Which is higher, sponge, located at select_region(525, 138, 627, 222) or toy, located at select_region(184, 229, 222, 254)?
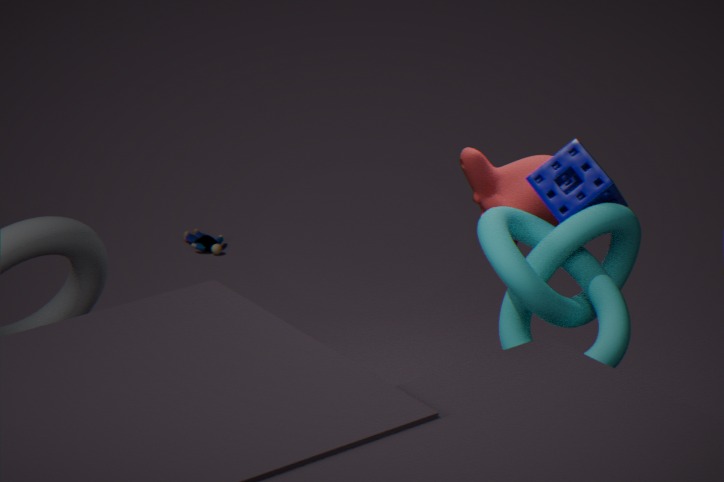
sponge, located at select_region(525, 138, 627, 222)
